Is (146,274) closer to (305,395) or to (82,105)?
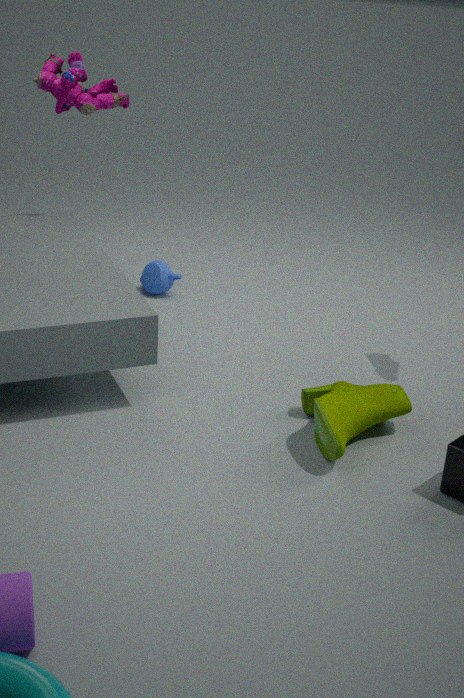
(82,105)
